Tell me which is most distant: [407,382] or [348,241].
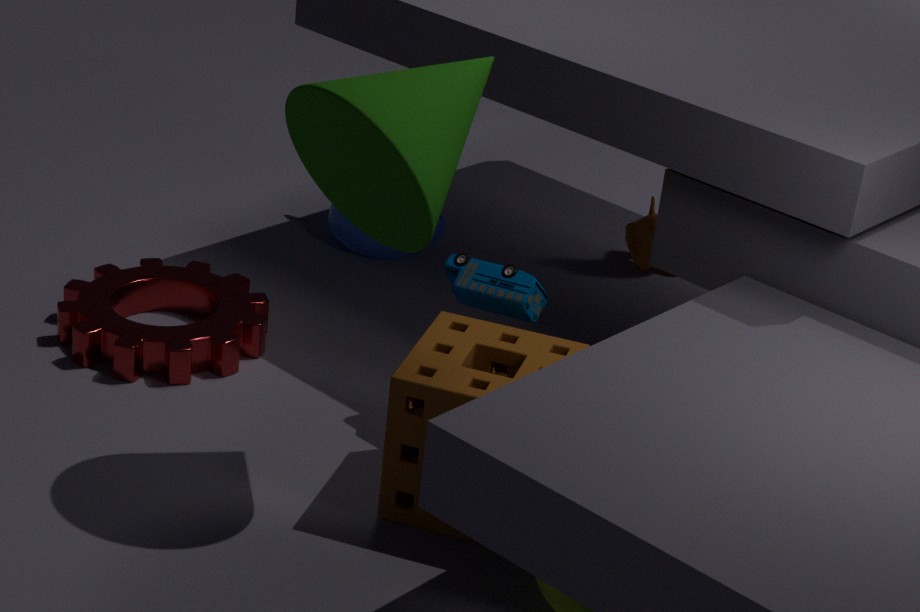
[348,241]
